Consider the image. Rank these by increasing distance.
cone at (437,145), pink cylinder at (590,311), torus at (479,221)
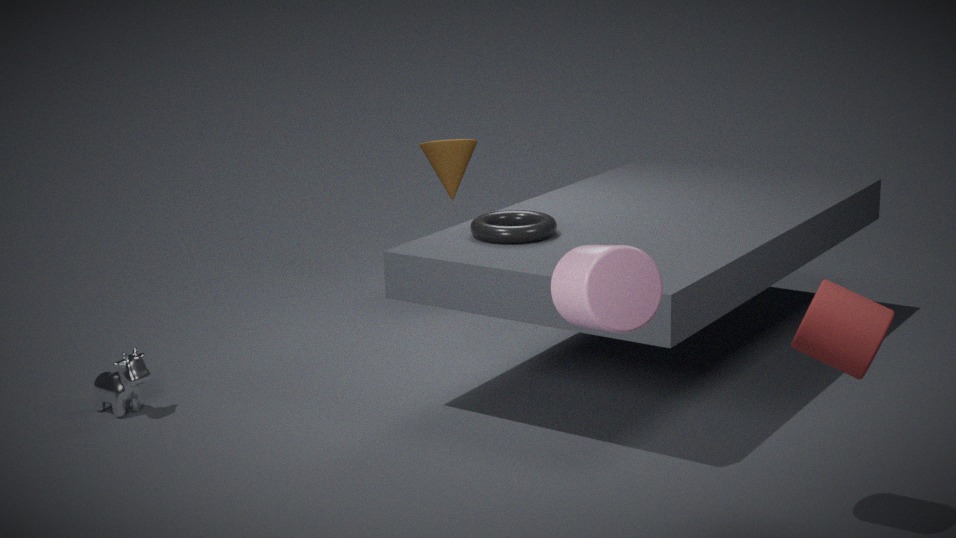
1. pink cylinder at (590,311)
2. torus at (479,221)
3. cone at (437,145)
